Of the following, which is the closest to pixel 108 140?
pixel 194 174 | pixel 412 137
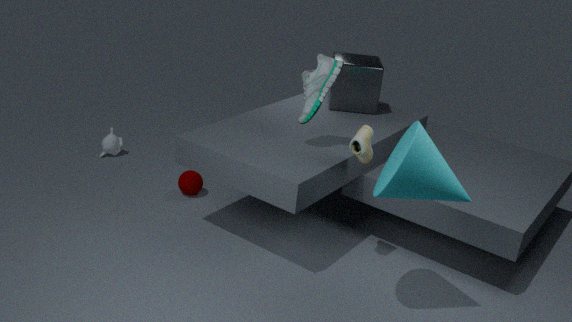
pixel 194 174
